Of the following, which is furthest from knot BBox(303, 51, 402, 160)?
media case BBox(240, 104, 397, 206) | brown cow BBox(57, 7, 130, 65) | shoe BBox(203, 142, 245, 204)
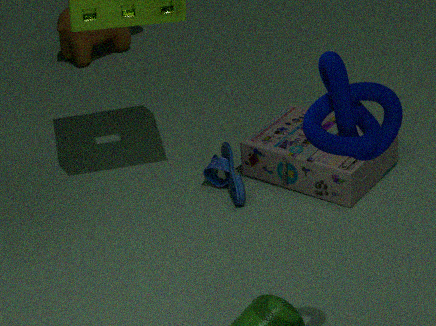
brown cow BBox(57, 7, 130, 65)
